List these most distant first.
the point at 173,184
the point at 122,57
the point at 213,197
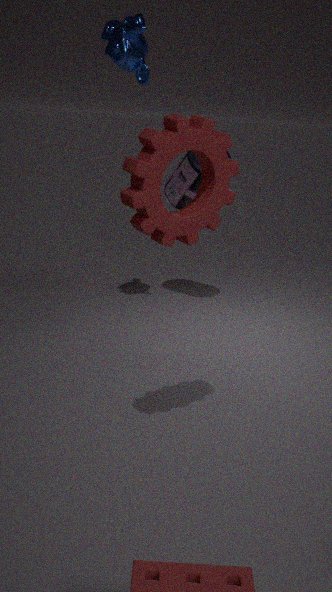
1. the point at 173,184
2. the point at 122,57
3. the point at 213,197
